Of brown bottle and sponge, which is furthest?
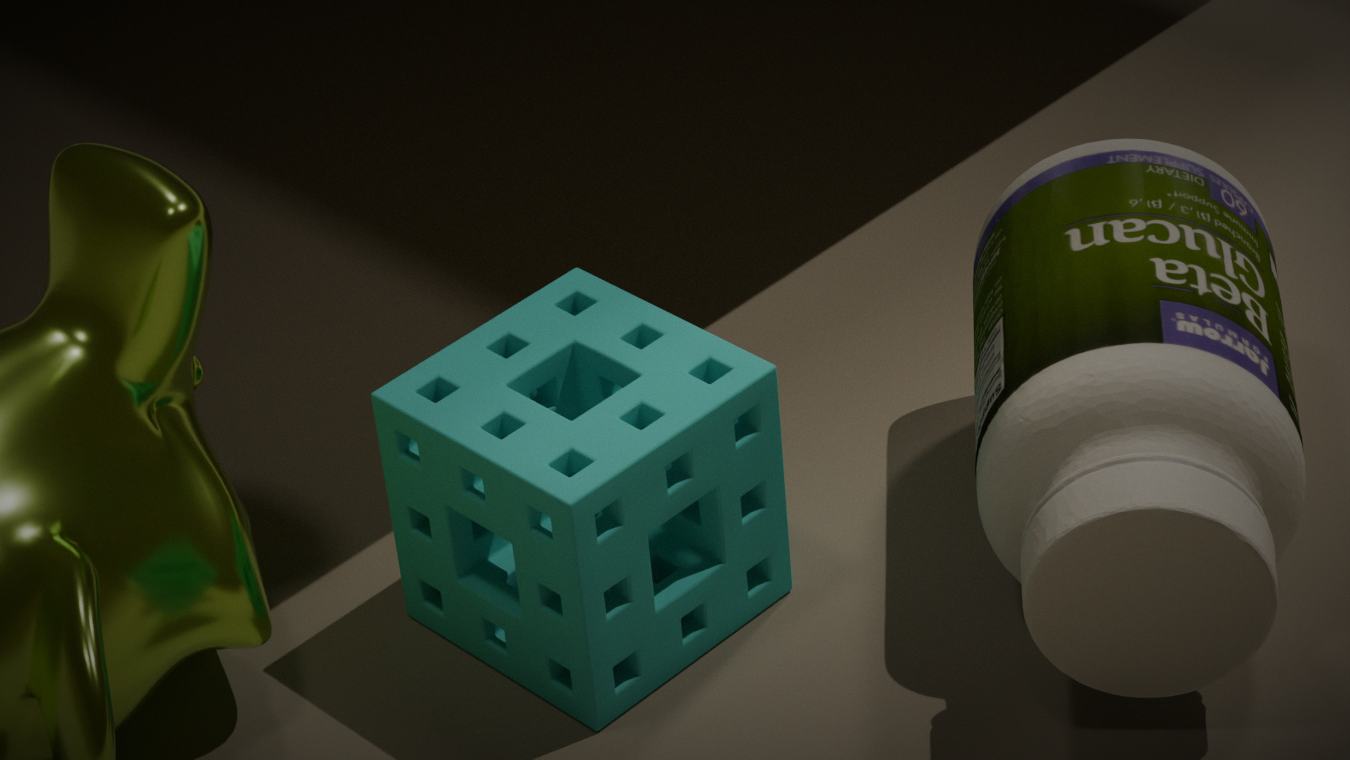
sponge
